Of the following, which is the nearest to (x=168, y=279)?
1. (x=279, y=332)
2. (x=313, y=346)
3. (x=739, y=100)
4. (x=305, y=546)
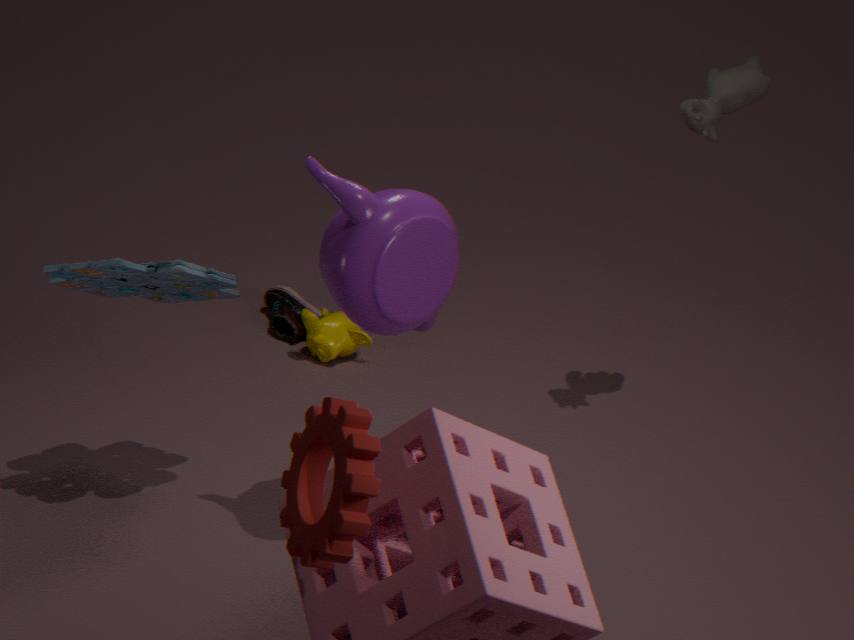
(x=313, y=346)
